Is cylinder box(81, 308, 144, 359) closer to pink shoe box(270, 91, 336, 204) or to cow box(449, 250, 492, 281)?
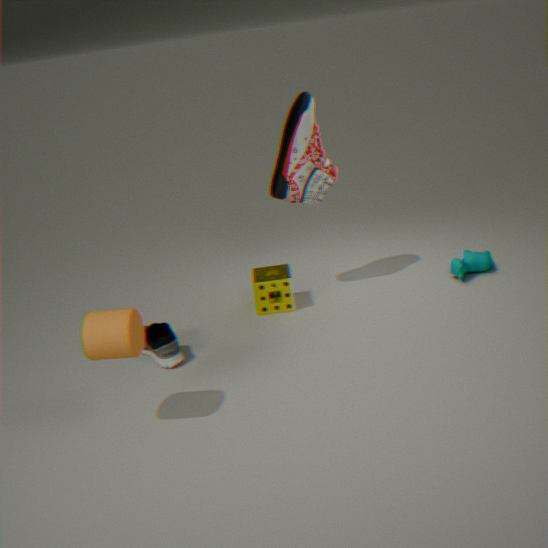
pink shoe box(270, 91, 336, 204)
